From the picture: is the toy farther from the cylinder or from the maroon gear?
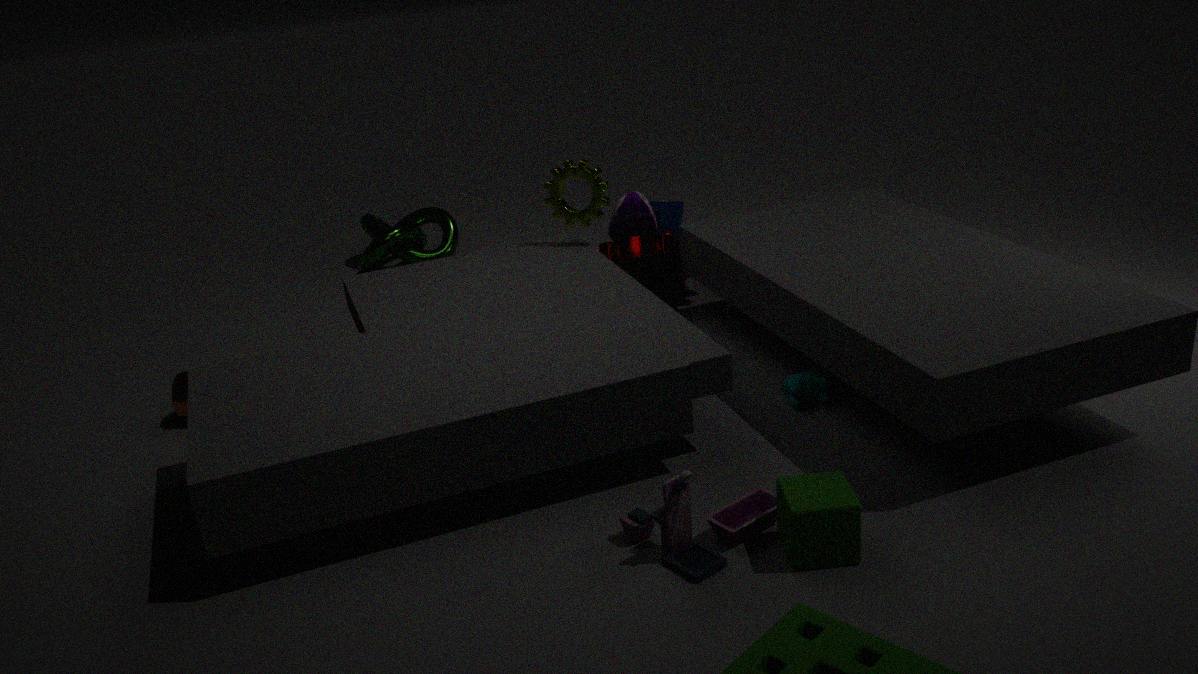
the cylinder
